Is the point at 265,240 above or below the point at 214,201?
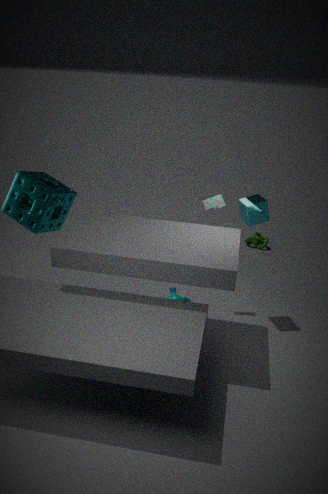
below
